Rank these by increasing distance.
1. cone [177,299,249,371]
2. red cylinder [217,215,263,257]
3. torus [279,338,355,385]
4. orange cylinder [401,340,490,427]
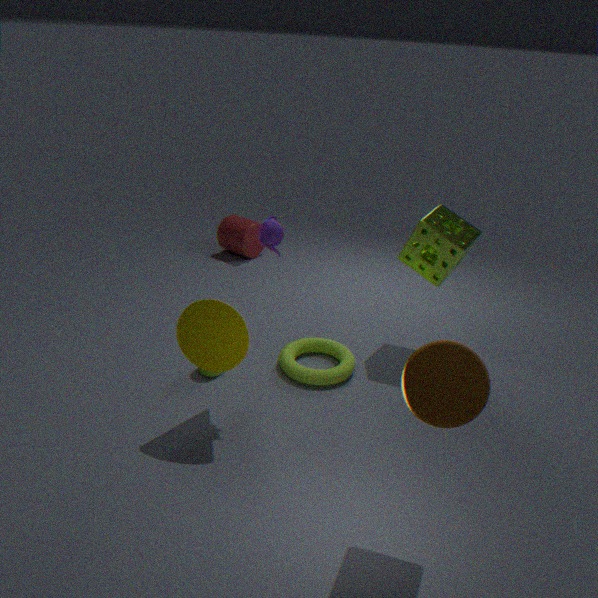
orange cylinder [401,340,490,427] < cone [177,299,249,371] < torus [279,338,355,385] < red cylinder [217,215,263,257]
